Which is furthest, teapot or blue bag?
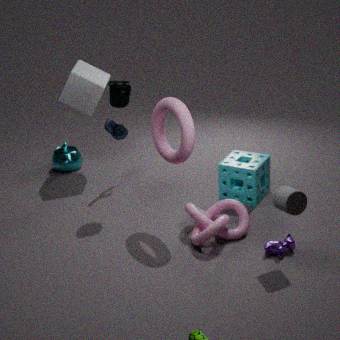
teapot
